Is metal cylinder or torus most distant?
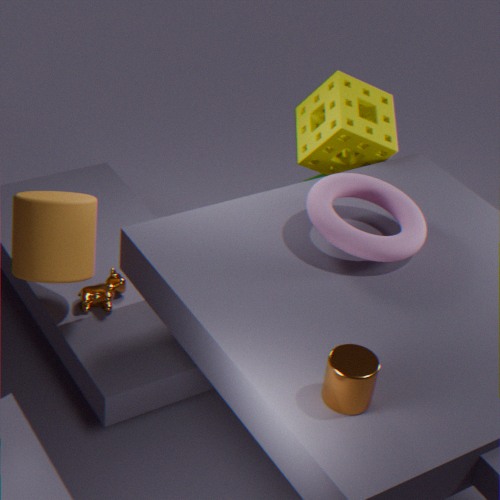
torus
